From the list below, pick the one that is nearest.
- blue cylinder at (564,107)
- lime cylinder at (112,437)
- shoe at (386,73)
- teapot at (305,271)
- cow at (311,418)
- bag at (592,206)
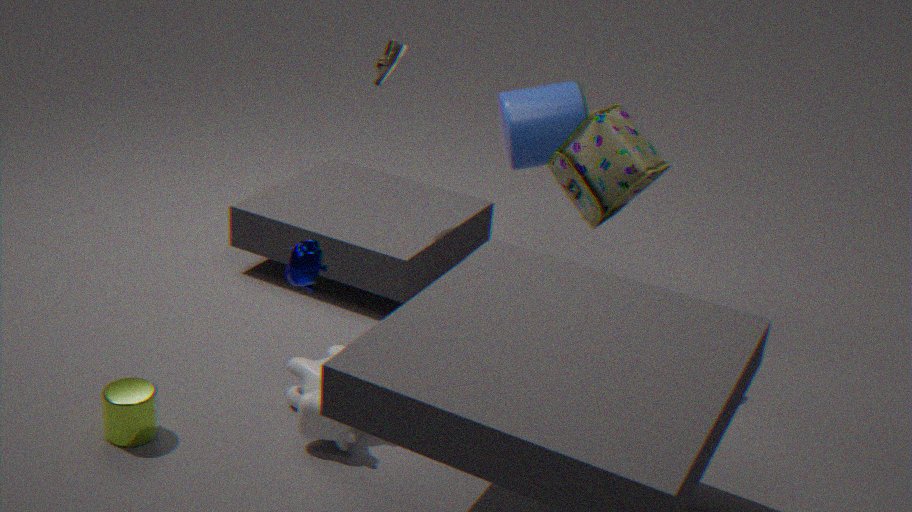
lime cylinder at (112,437)
